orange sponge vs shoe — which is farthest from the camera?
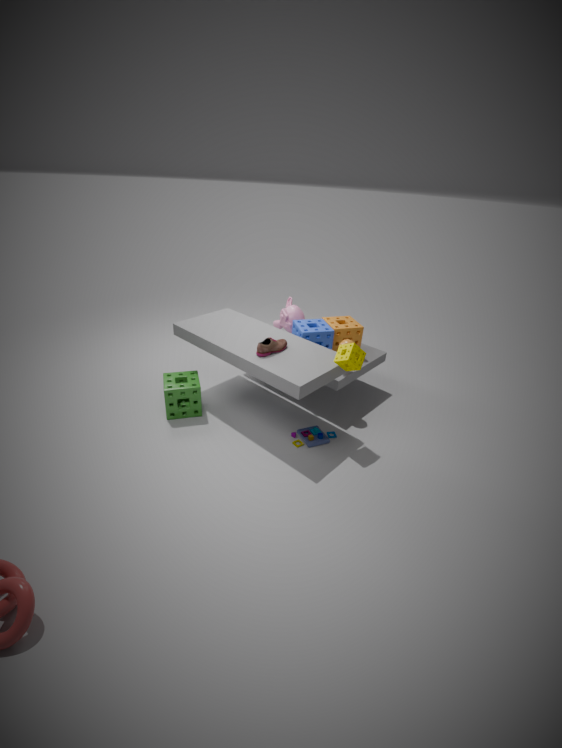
orange sponge
